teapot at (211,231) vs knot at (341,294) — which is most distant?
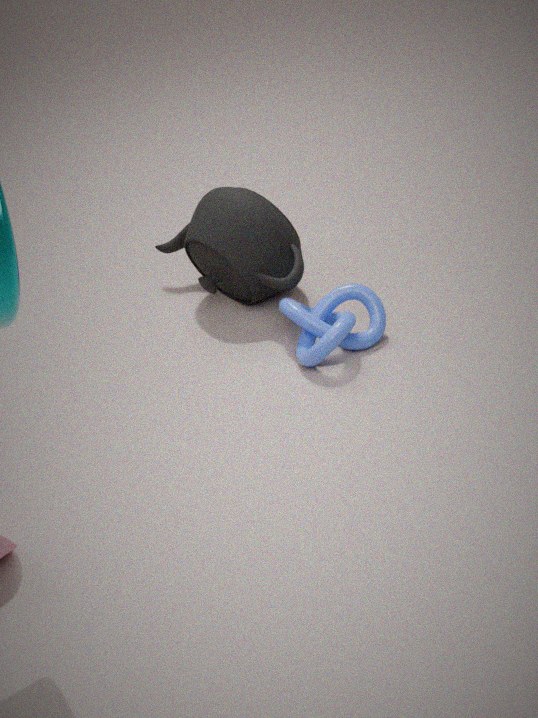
teapot at (211,231)
